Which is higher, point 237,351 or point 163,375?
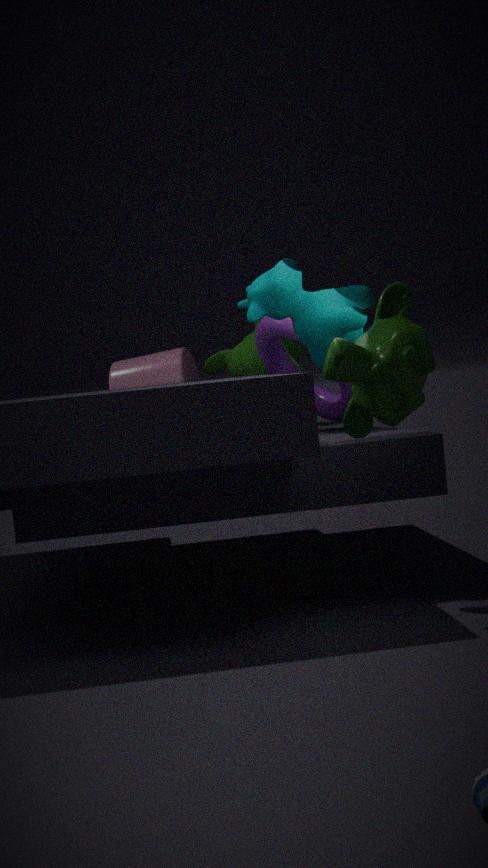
point 237,351
